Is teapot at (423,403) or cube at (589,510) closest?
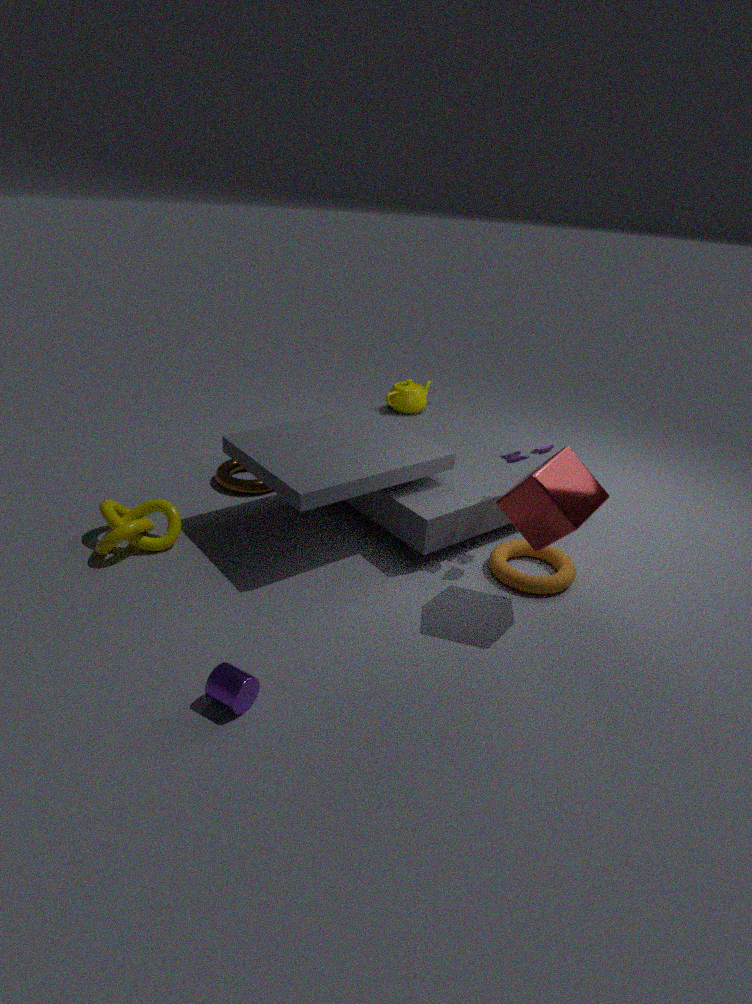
cube at (589,510)
